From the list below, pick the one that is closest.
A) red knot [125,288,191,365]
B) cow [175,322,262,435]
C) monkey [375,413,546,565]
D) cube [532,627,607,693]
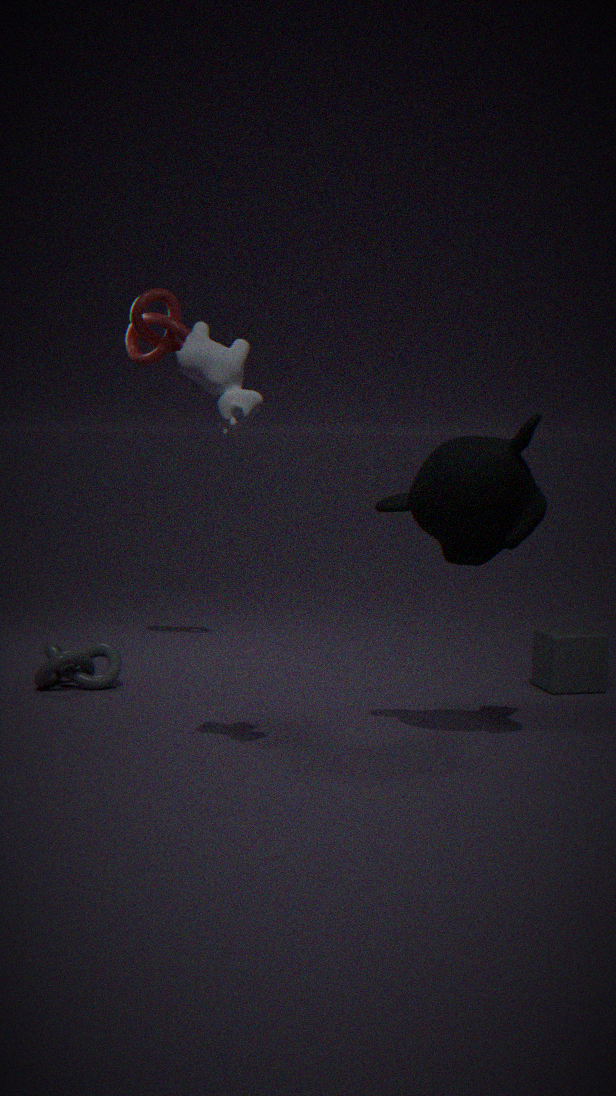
cow [175,322,262,435]
